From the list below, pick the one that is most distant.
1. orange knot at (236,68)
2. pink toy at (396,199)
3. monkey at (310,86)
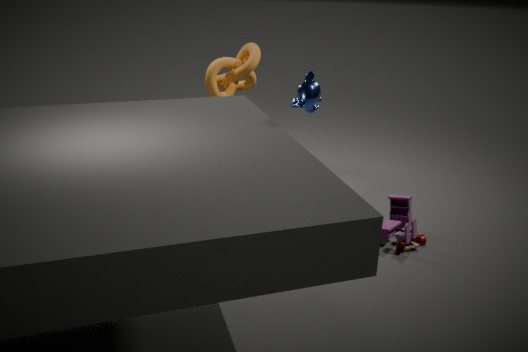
orange knot at (236,68)
